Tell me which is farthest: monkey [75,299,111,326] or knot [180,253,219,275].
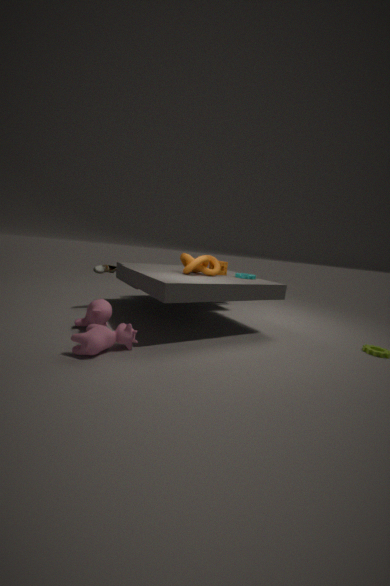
knot [180,253,219,275]
